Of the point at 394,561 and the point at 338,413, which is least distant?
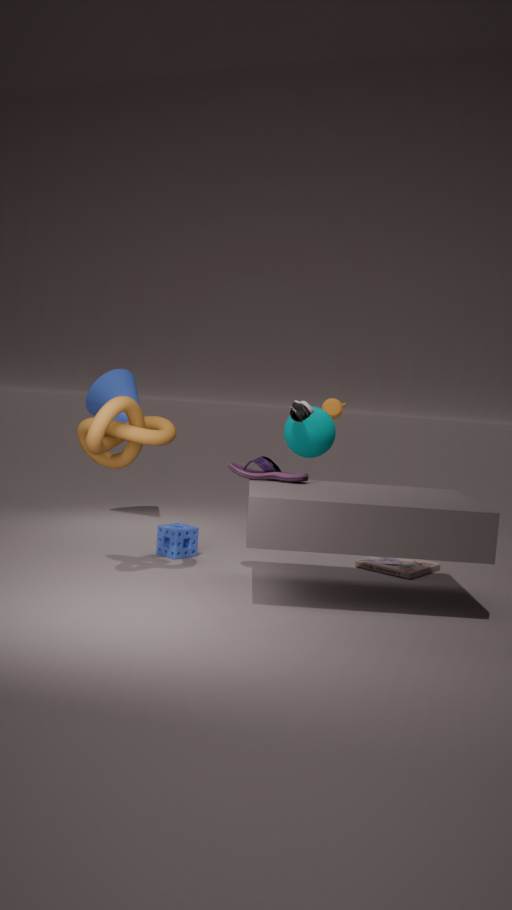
the point at 394,561
